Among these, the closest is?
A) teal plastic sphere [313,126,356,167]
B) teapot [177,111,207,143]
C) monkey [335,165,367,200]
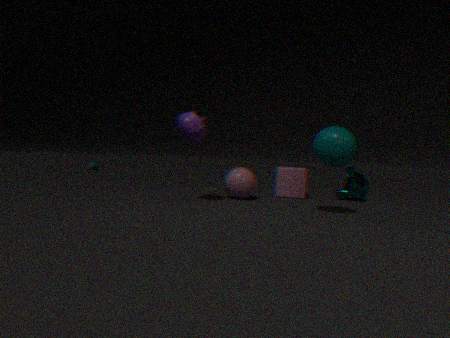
teal plastic sphere [313,126,356,167]
